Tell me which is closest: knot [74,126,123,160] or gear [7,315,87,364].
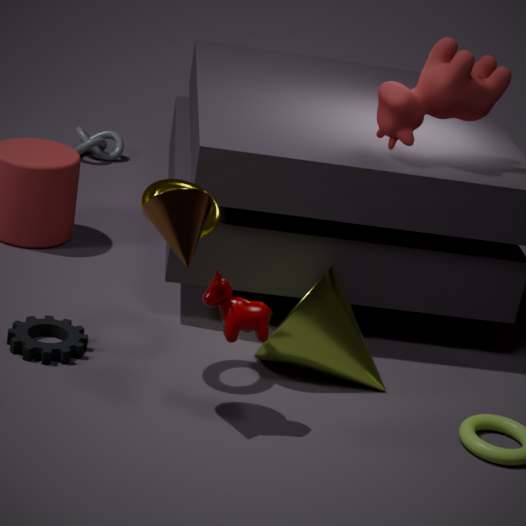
gear [7,315,87,364]
